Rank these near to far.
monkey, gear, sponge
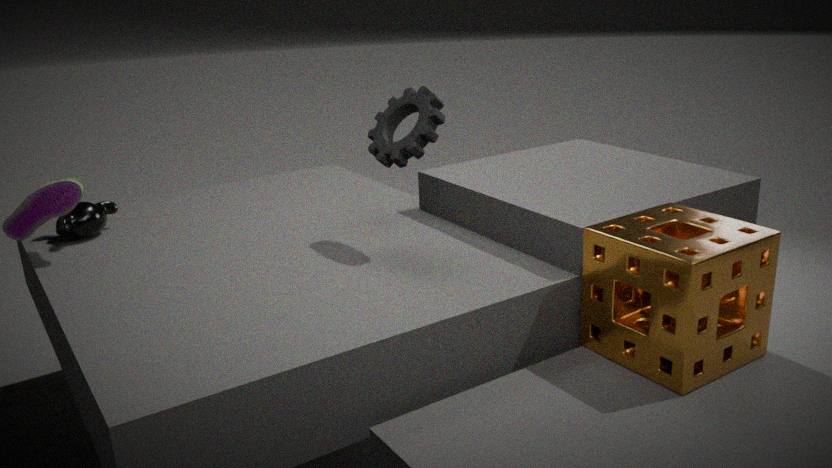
sponge
gear
monkey
